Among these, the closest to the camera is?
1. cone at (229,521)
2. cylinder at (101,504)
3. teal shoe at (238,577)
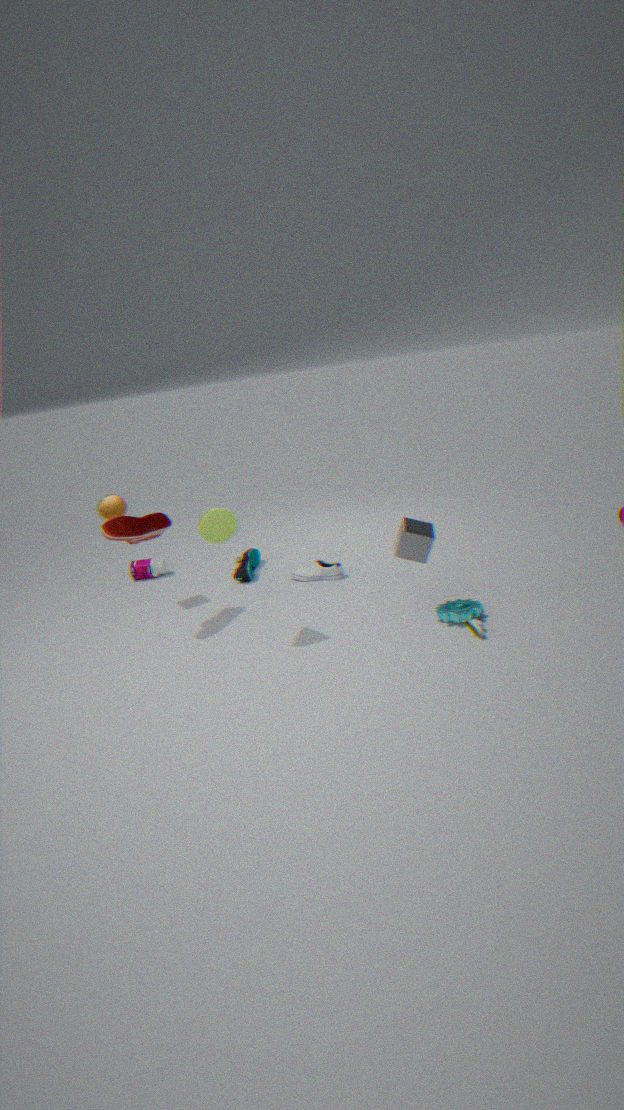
cone at (229,521)
